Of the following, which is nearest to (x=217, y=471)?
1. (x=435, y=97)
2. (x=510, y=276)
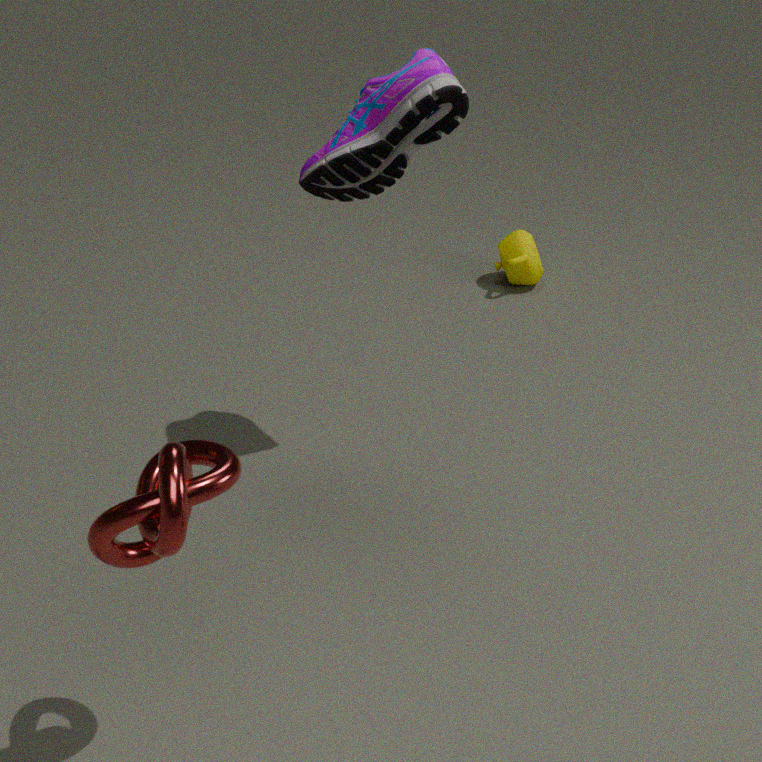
(x=435, y=97)
